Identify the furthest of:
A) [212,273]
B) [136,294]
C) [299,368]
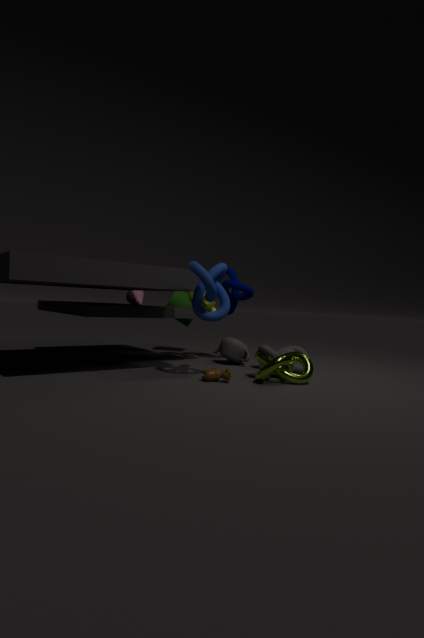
[136,294]
